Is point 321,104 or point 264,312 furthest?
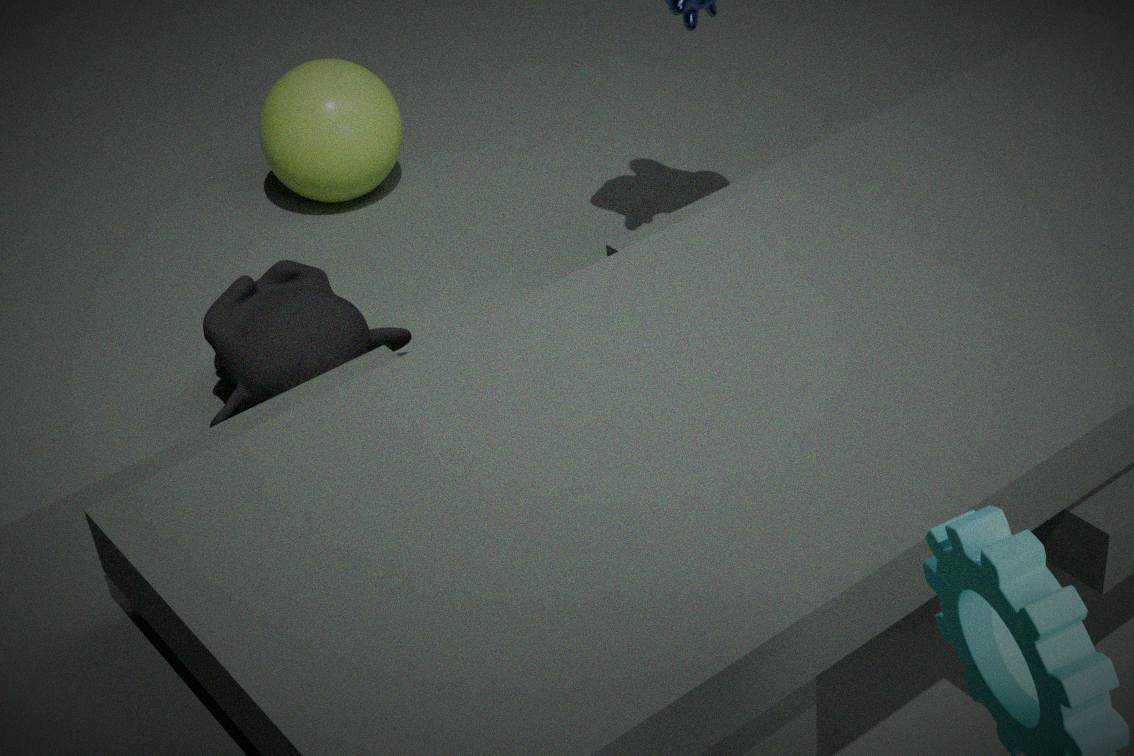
point 321,104
